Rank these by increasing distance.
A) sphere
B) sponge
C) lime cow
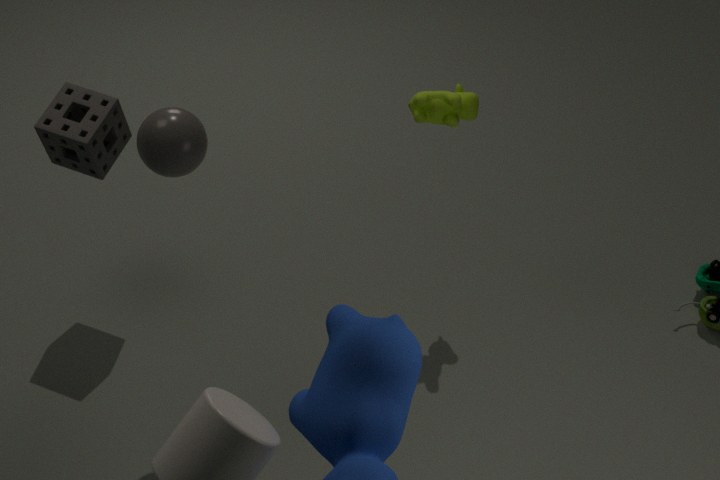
sphere → sponge → lime cow
